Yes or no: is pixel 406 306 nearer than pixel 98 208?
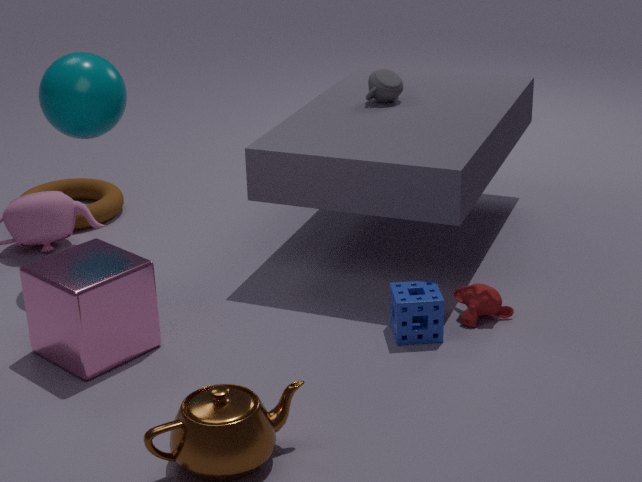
Yes
